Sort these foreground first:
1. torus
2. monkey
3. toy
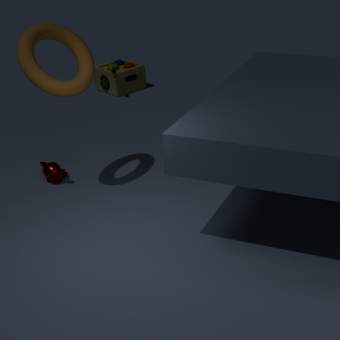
torus, monkey, toy
